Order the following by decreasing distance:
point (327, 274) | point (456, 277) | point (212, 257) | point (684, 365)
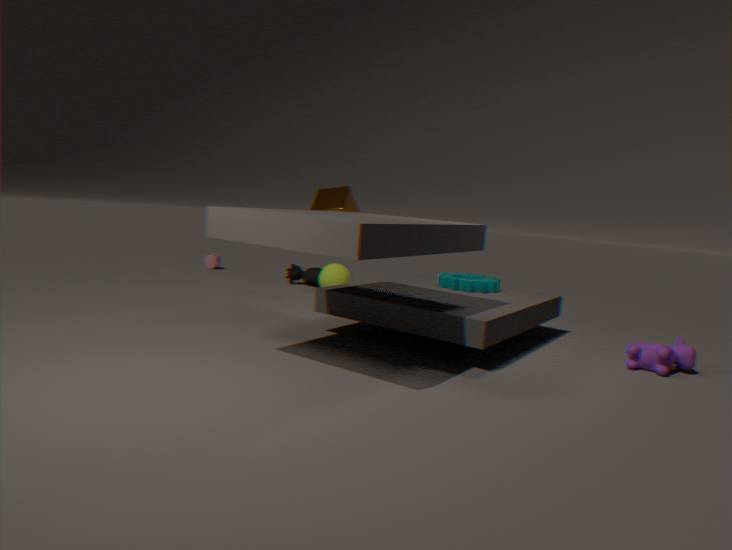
point (212, 257)
point (327, 274)
point (456, 277)
point (684, 365)
